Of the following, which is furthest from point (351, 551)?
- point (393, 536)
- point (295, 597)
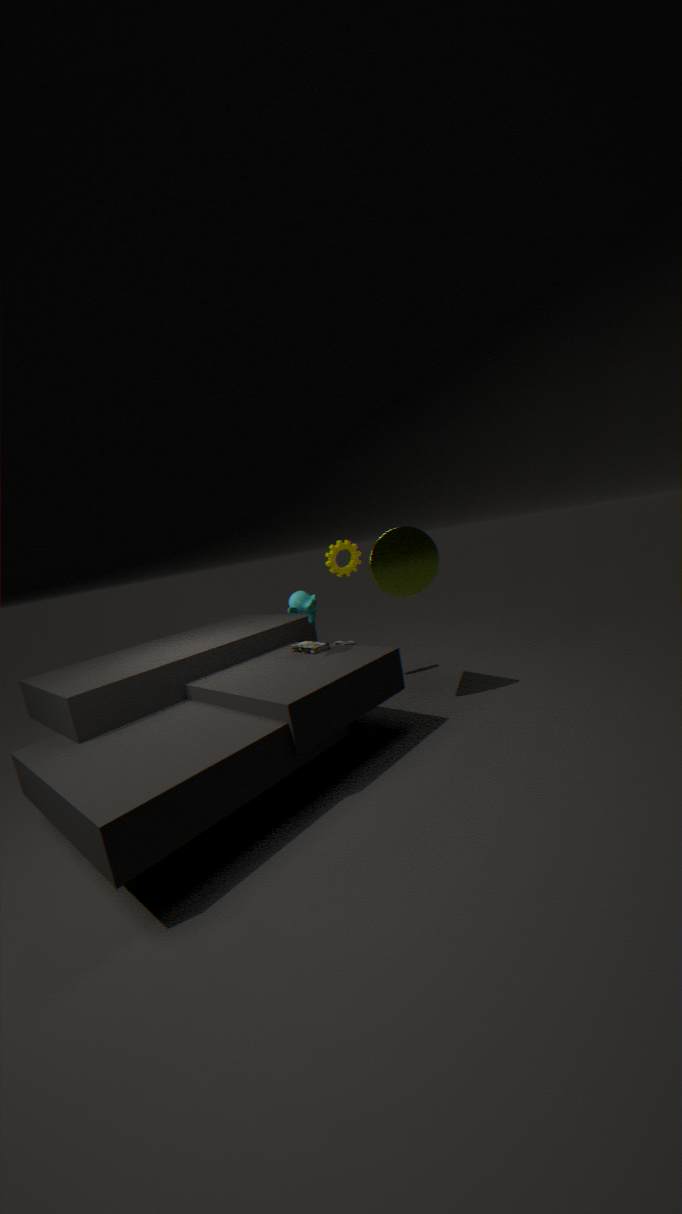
point (295, 597)
